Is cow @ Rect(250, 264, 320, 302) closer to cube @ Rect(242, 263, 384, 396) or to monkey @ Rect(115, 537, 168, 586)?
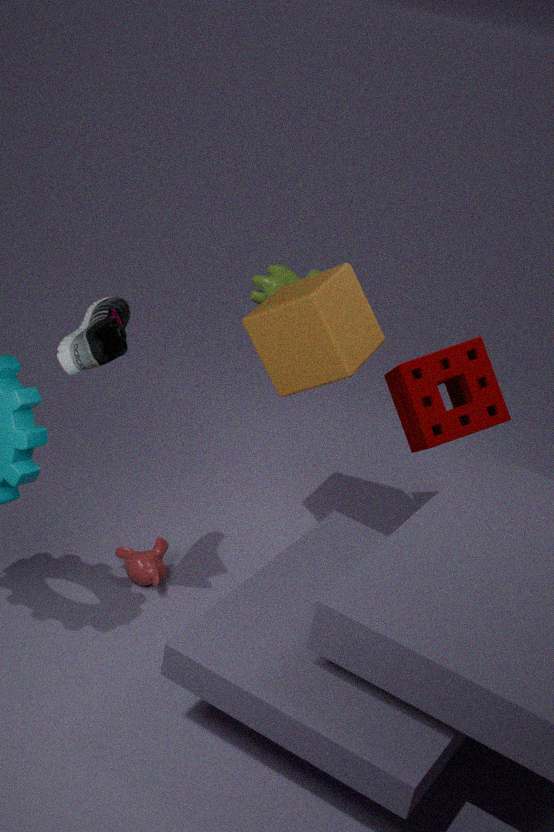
cube @ Rect(242, 263, 384, 396)
